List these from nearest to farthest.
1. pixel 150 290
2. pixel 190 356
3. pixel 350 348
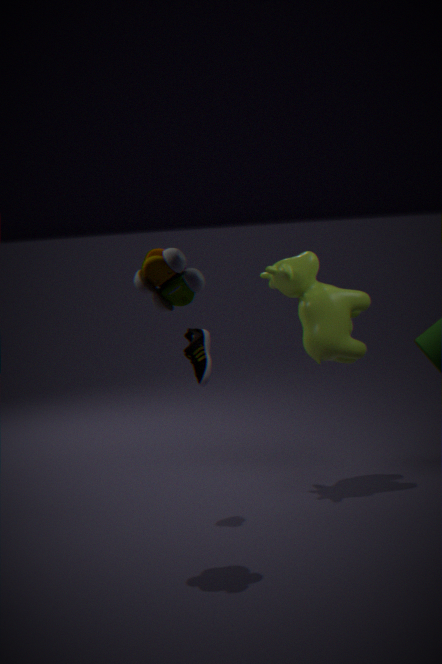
1. pixel 150 290
2. pixel 190 356
3. pixel 350 348
